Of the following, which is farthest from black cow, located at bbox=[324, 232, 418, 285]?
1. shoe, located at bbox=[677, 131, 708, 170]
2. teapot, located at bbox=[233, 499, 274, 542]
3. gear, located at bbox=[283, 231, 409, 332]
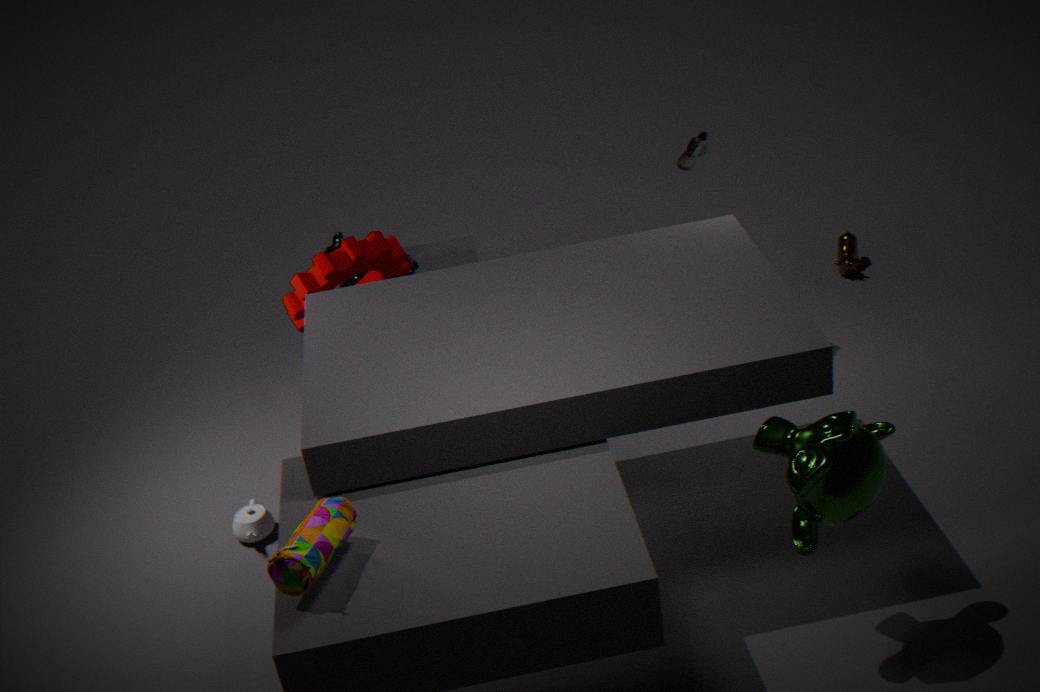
shoe, located at bbox=[677, 131, 708, 170]
